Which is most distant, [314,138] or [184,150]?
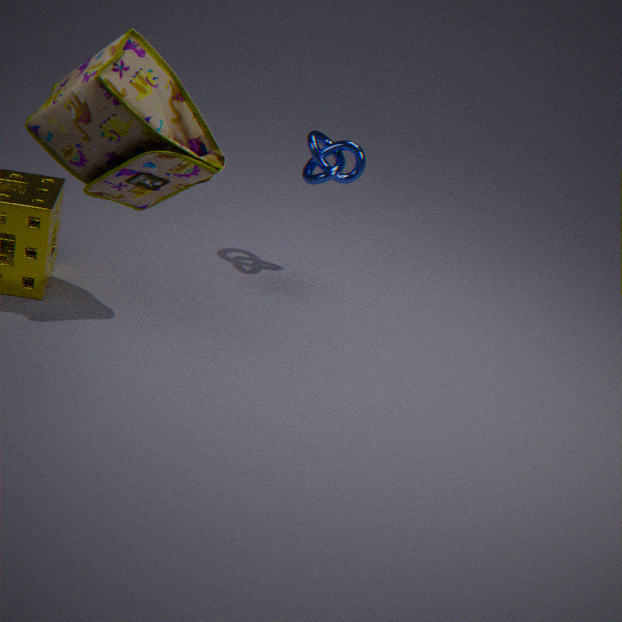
[314,138]
